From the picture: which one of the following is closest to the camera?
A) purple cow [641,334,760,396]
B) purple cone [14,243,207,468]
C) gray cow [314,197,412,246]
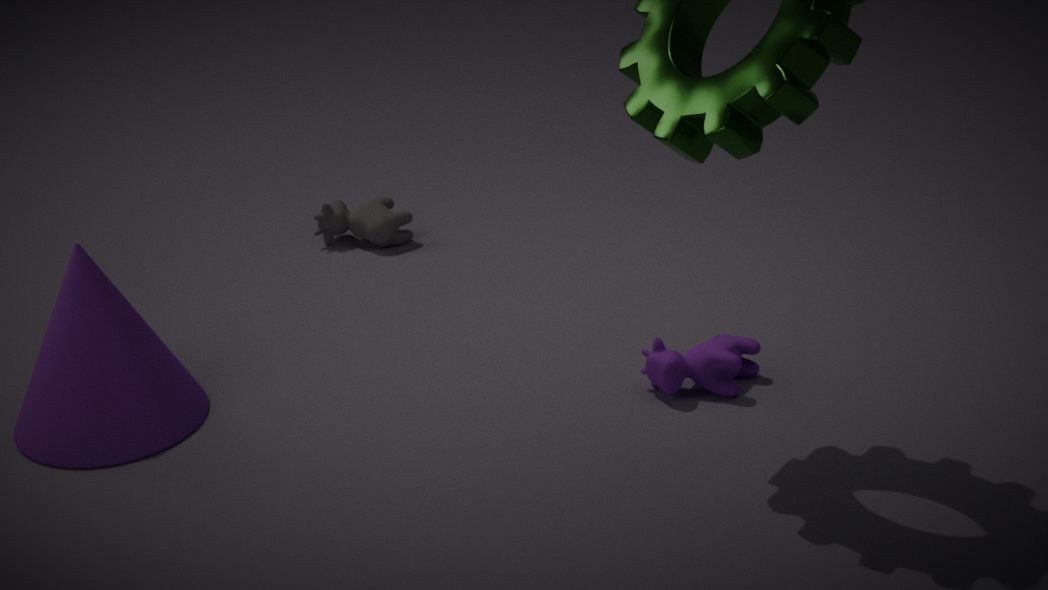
B. purple cone [14,243,207,468]
